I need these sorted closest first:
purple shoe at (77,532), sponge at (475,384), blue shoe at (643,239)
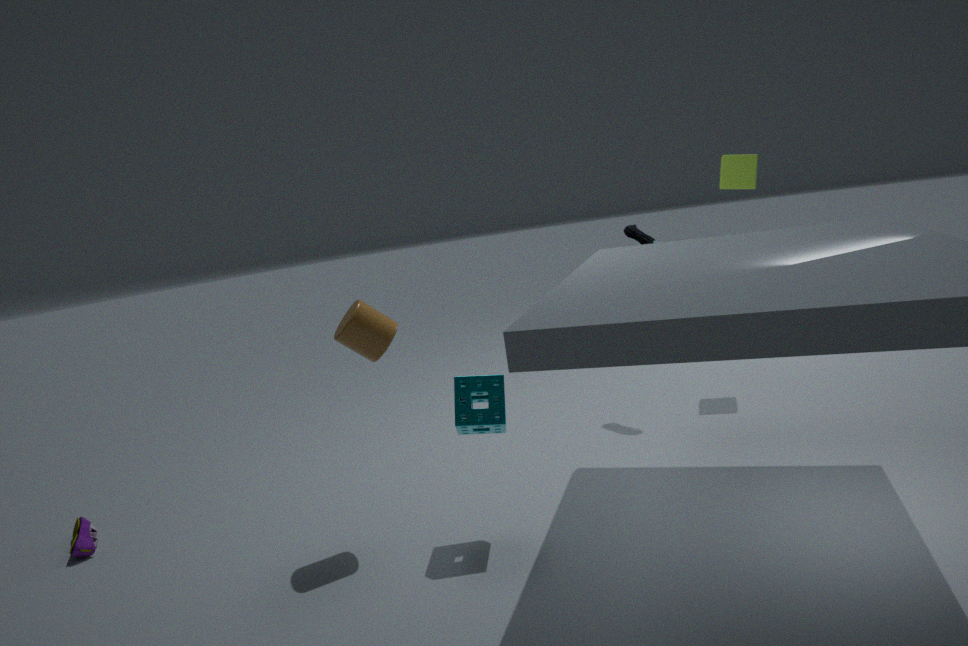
1. sponge at (475,384)
2. purple shoe at (77,532)
3. blue shoe at (643,239)
